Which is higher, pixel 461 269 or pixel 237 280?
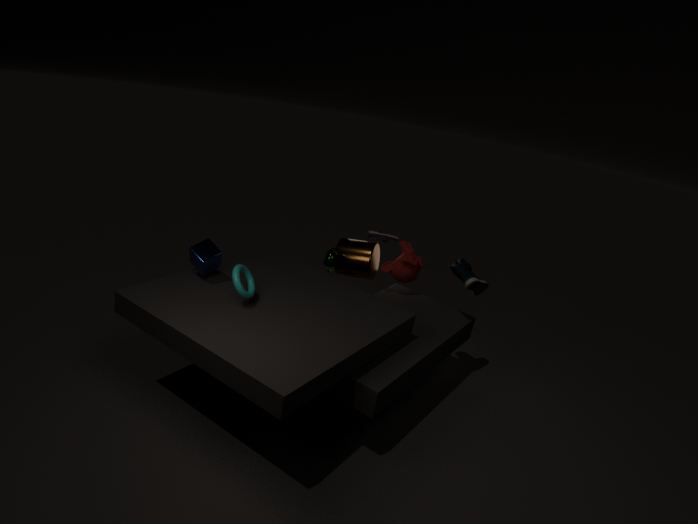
pixel 237 280
